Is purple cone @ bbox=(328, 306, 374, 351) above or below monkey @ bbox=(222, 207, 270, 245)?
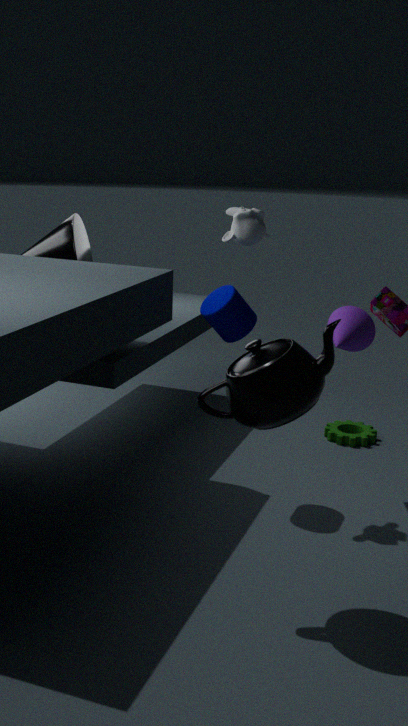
below
